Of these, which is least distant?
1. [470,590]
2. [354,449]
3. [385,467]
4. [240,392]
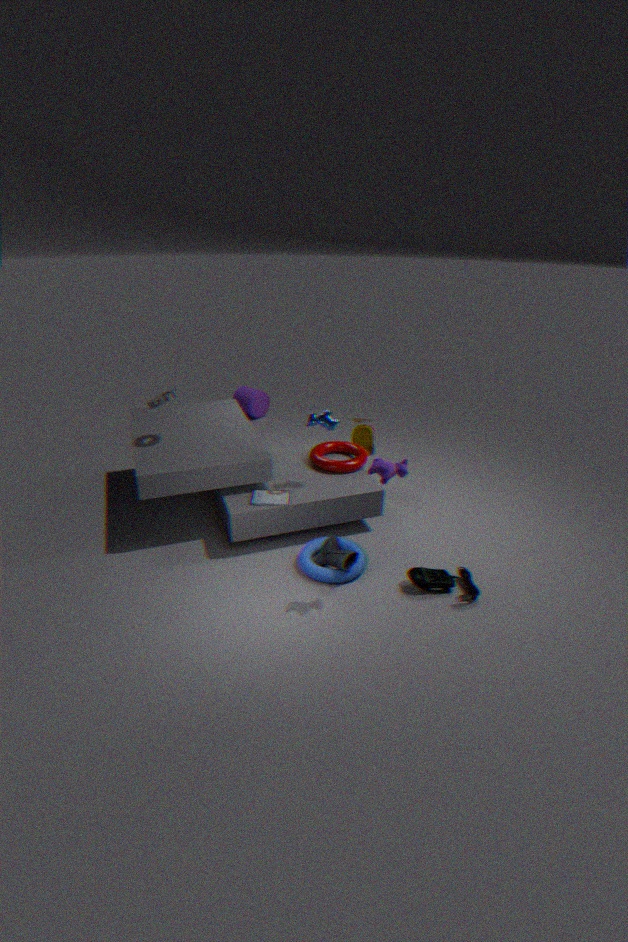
[385,467]
